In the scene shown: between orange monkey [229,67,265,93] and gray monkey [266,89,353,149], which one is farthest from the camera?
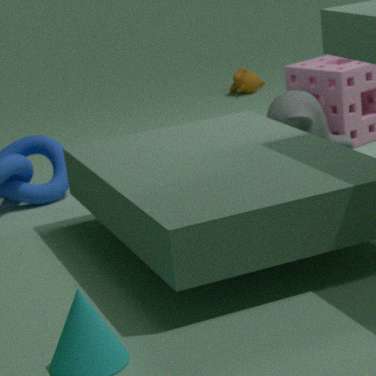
orange monkey [229,67,265,93]
